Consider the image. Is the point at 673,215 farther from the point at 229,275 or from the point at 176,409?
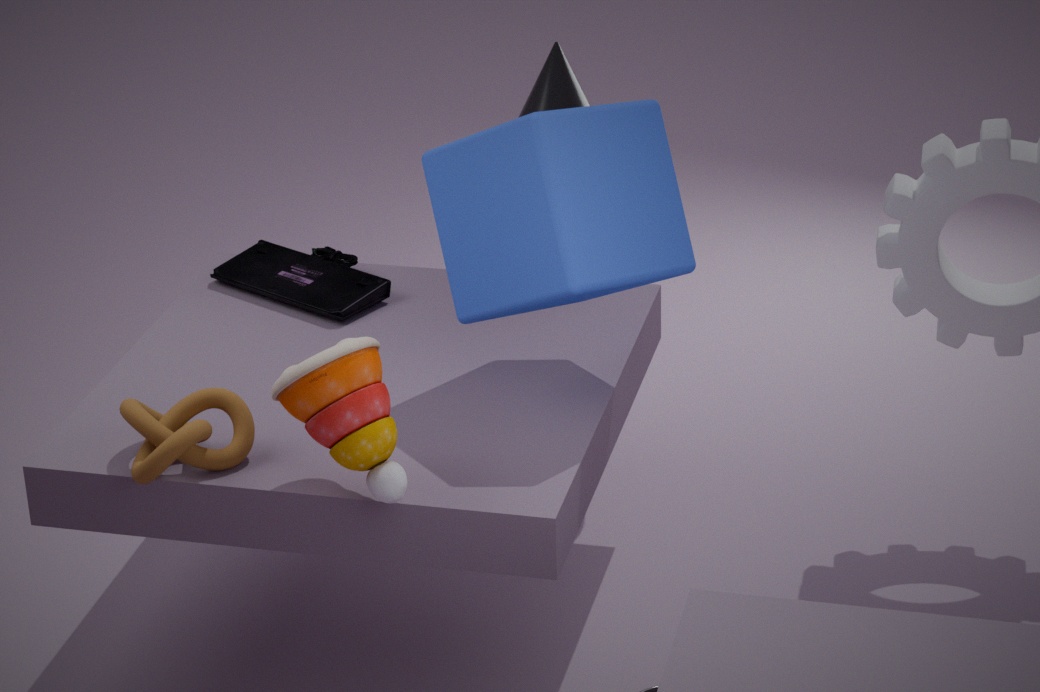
the point at 176,409
